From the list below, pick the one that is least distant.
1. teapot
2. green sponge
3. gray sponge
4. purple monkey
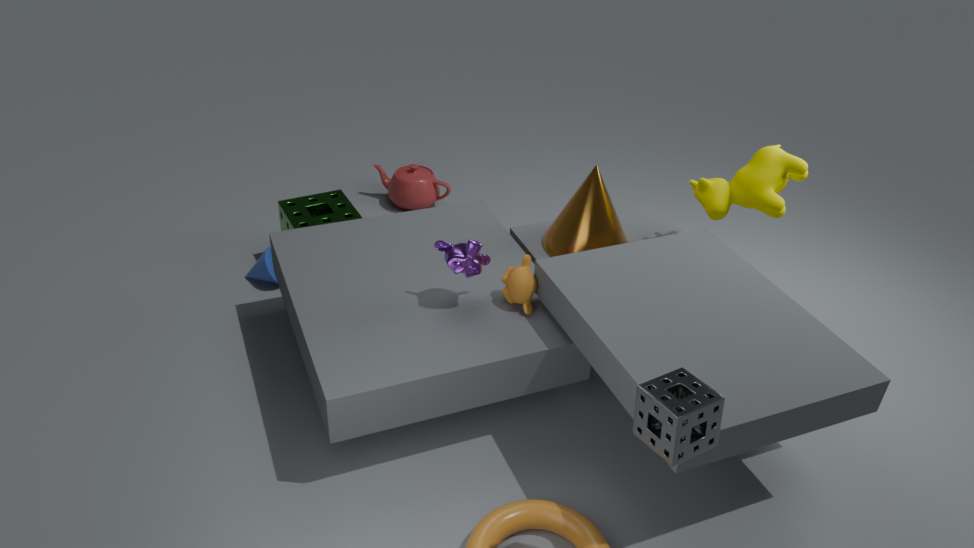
gray sponge
